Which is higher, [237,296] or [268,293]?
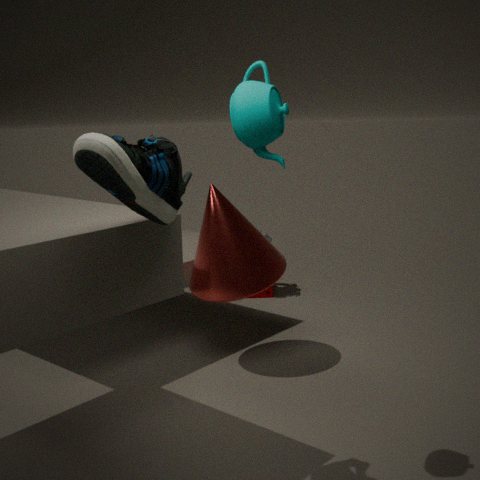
[237,296]
